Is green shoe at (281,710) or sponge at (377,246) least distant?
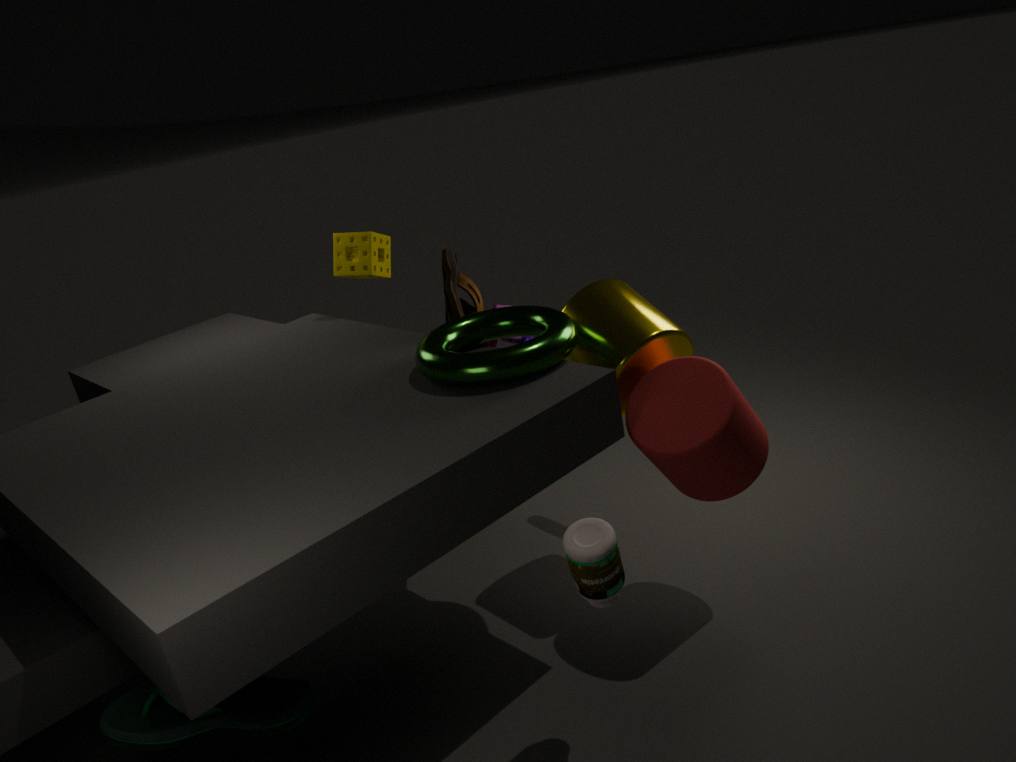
green shoe at (281,710)
